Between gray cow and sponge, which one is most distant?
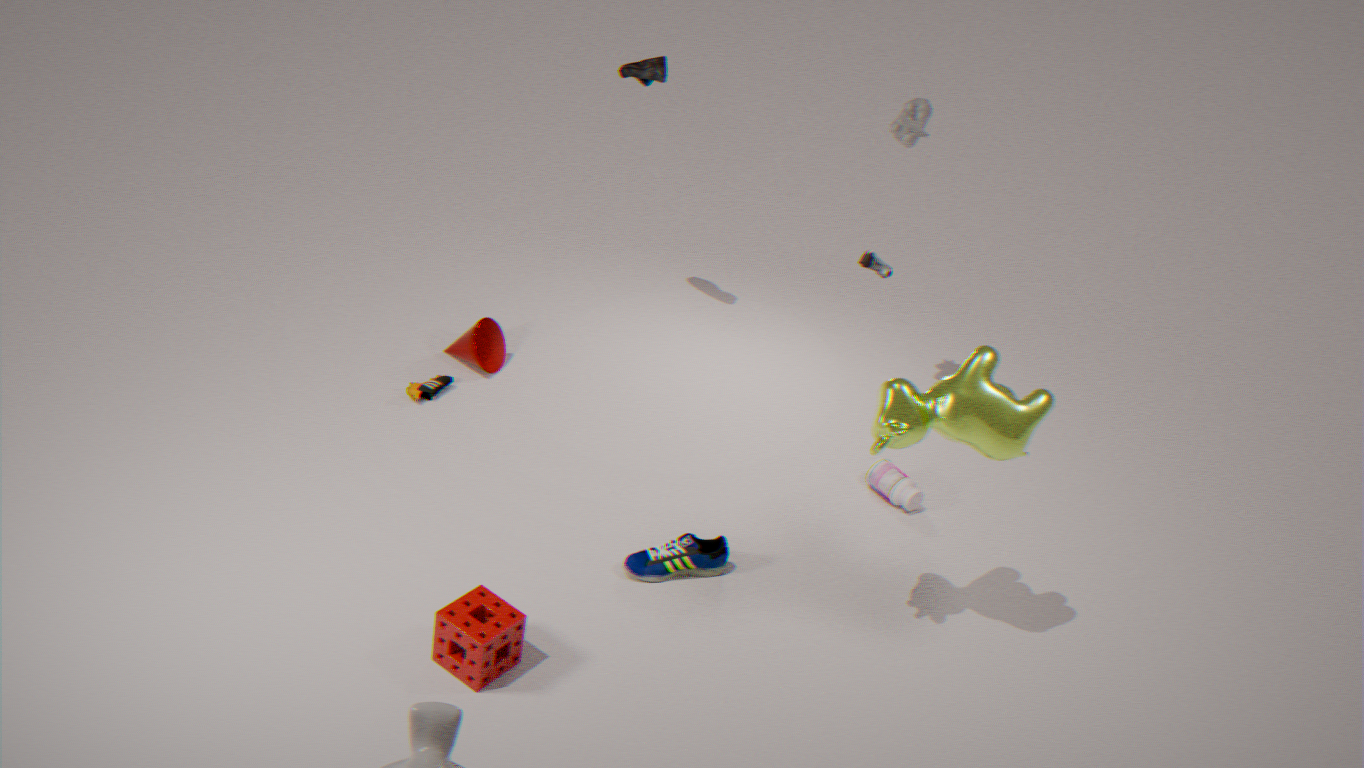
gray cow
